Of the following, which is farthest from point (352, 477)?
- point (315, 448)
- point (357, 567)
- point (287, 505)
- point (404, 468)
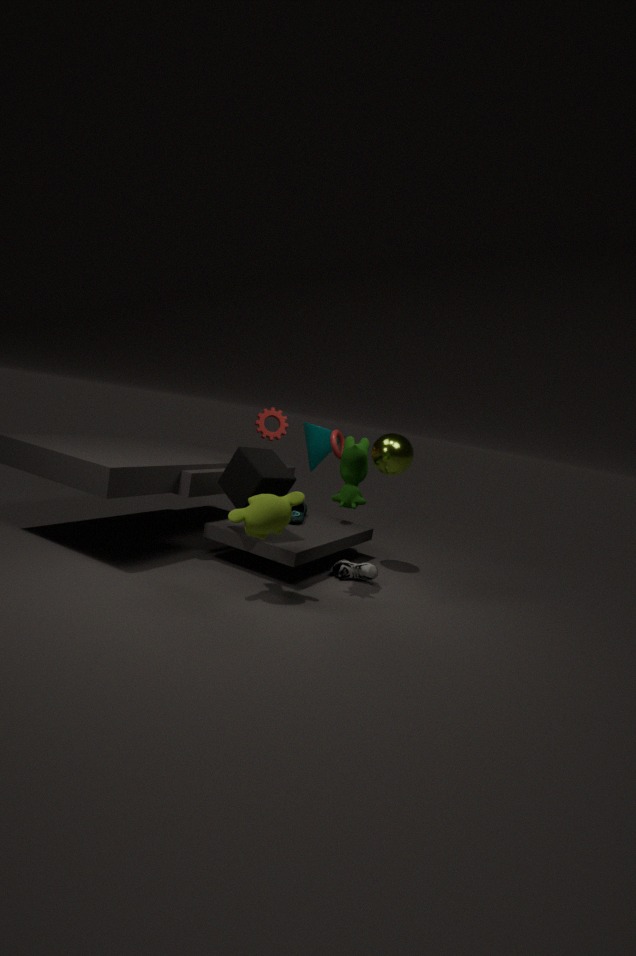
point (315, 448)
